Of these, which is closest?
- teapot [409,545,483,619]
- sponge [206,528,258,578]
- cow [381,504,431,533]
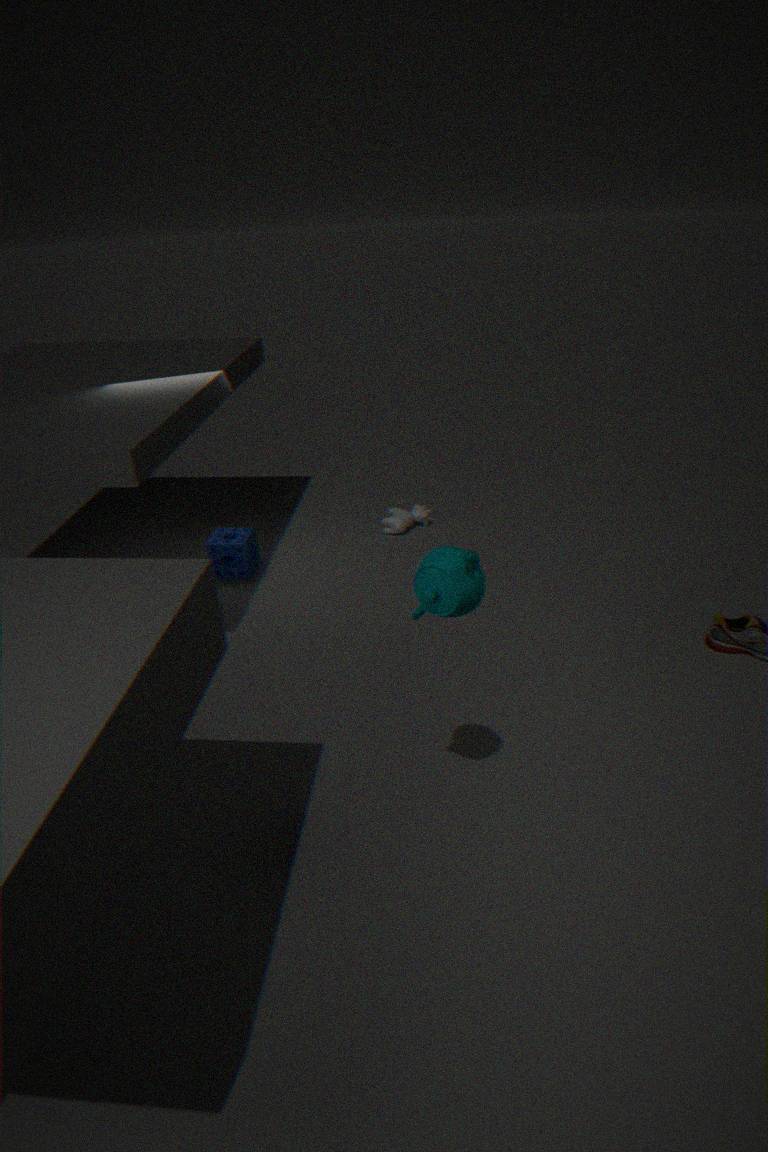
teapot [409,545,483,619]
